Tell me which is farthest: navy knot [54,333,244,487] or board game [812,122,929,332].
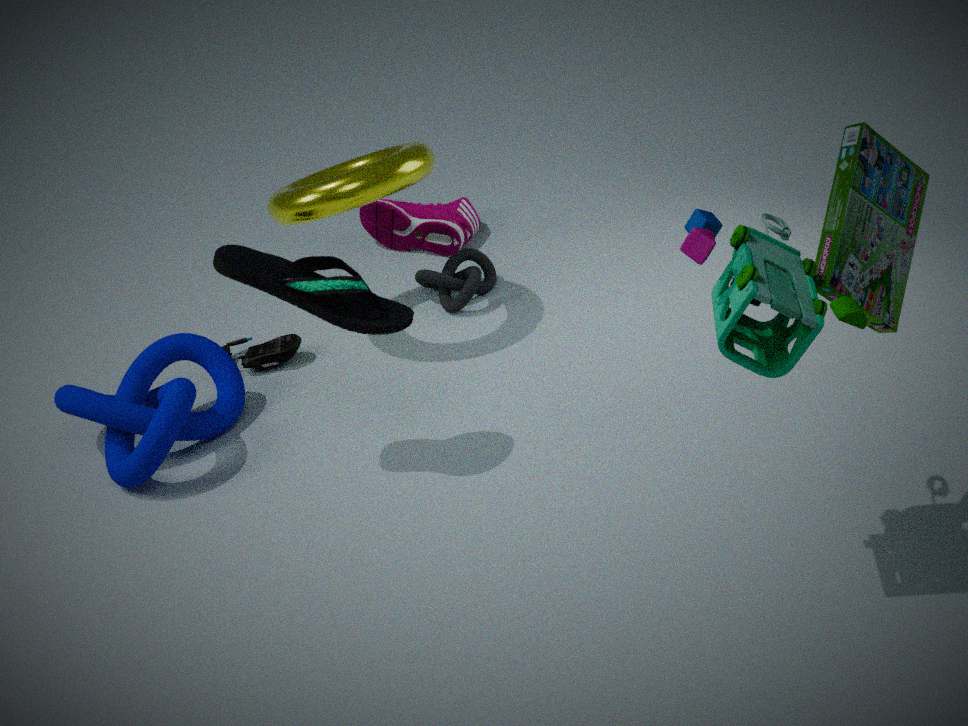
navy knot [54,333,244,487]
